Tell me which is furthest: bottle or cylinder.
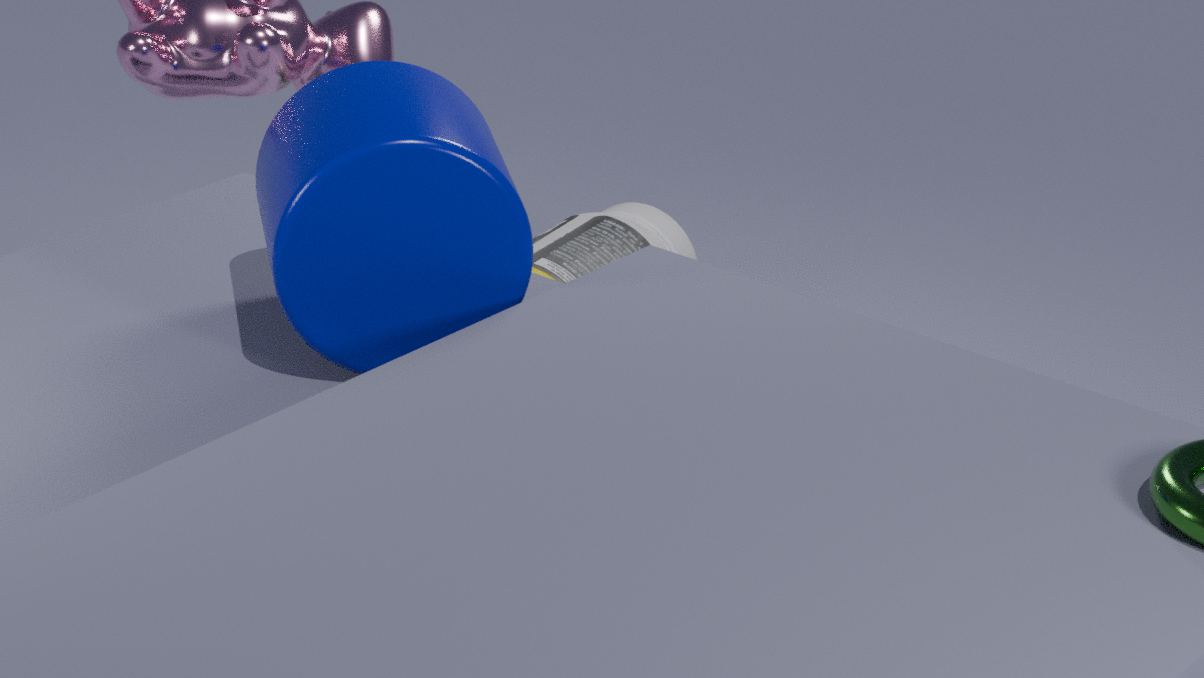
bottle
